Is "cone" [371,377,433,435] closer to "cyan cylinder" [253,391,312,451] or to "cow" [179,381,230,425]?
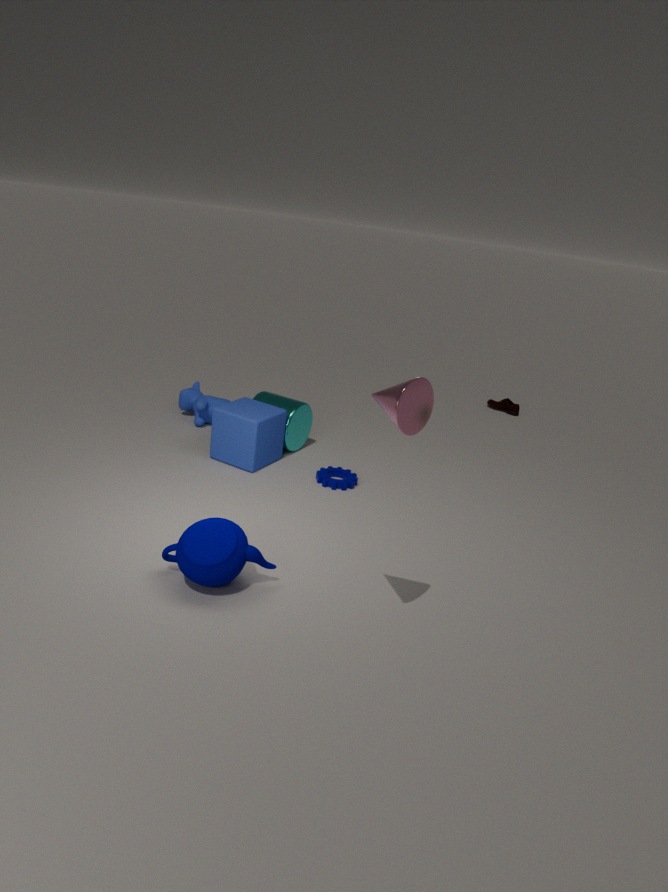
"cyan cylinder" [253,391,312,451]
